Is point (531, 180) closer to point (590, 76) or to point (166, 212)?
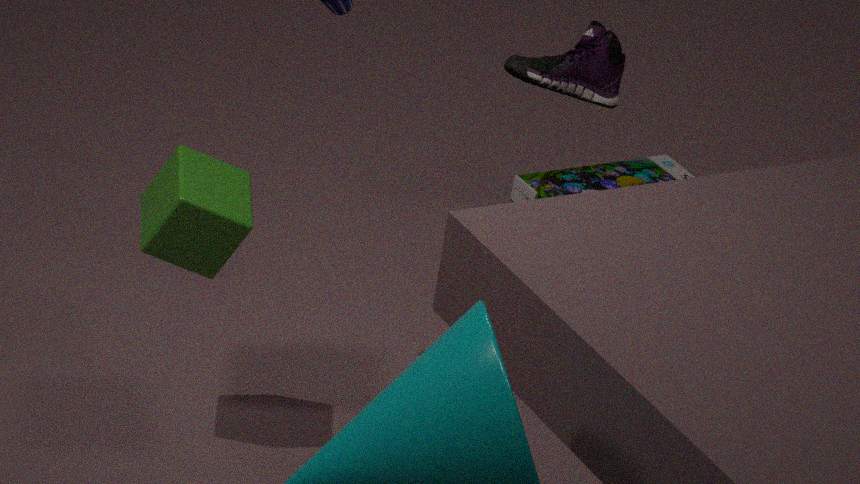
point (590, 76)
